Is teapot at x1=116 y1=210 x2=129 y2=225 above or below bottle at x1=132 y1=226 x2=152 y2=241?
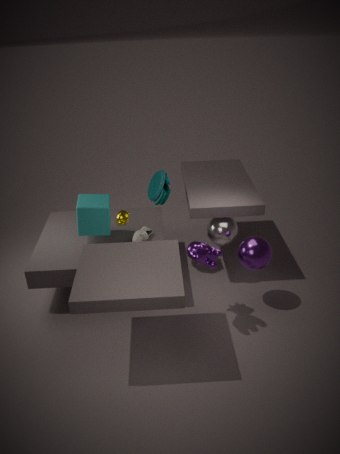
above
